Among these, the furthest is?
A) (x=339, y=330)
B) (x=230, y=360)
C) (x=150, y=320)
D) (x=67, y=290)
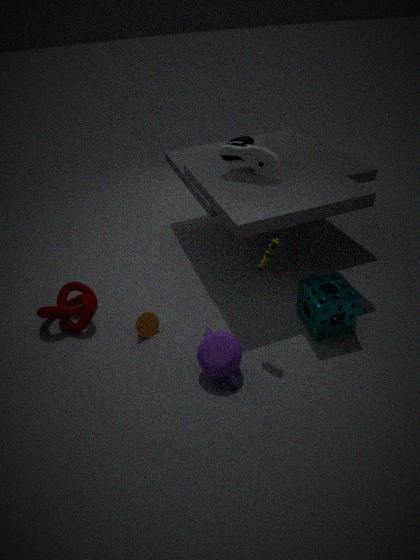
(x=67, y=290)
